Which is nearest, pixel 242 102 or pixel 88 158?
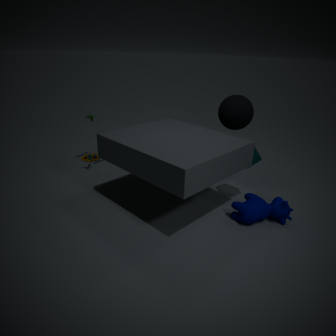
pixel 242 102
